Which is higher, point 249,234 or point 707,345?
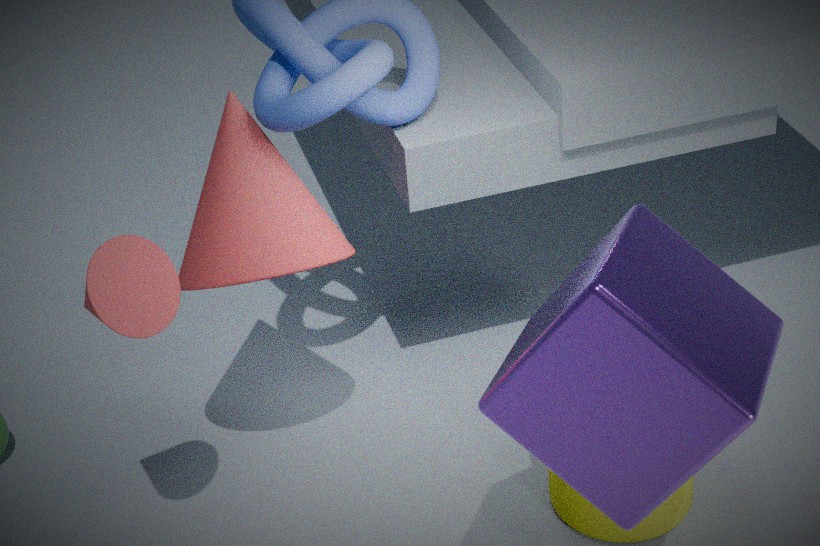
point 707,345
